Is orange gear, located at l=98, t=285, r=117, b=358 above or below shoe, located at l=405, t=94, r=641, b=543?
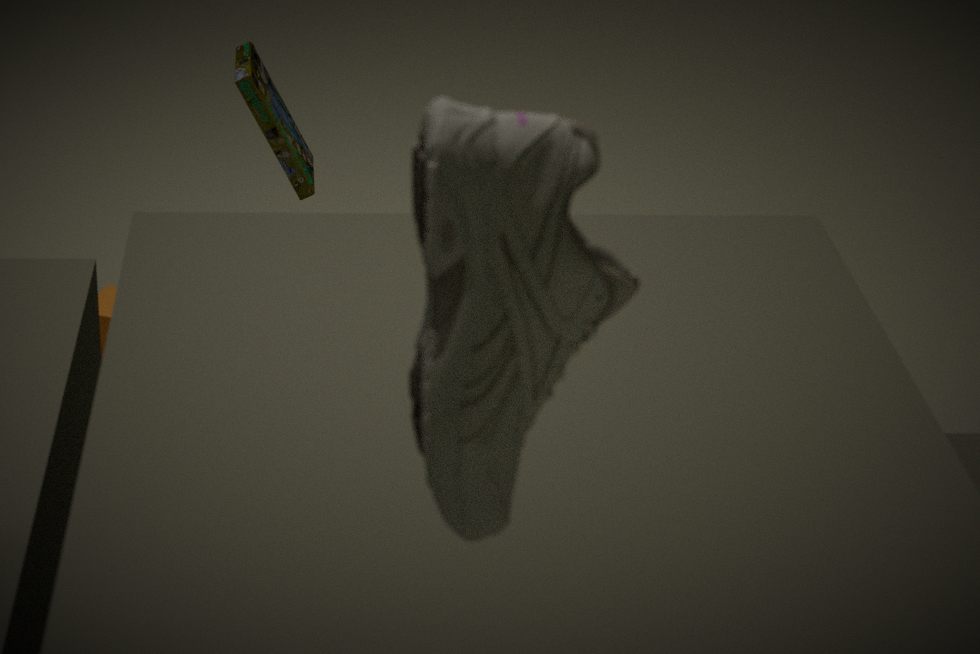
below
